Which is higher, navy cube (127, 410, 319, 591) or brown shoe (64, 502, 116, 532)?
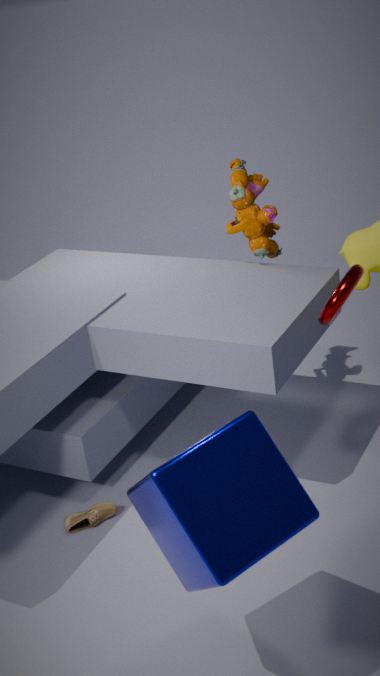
navy cube (127, 410, 319, 591)
